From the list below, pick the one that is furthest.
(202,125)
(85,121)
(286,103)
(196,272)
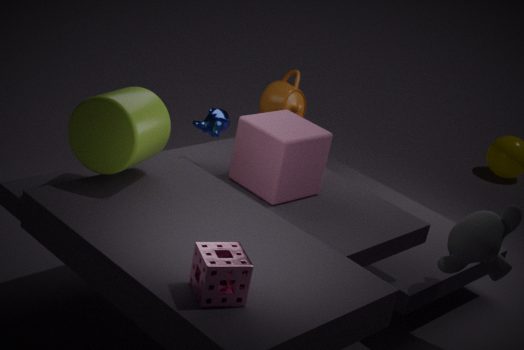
(286,103)
